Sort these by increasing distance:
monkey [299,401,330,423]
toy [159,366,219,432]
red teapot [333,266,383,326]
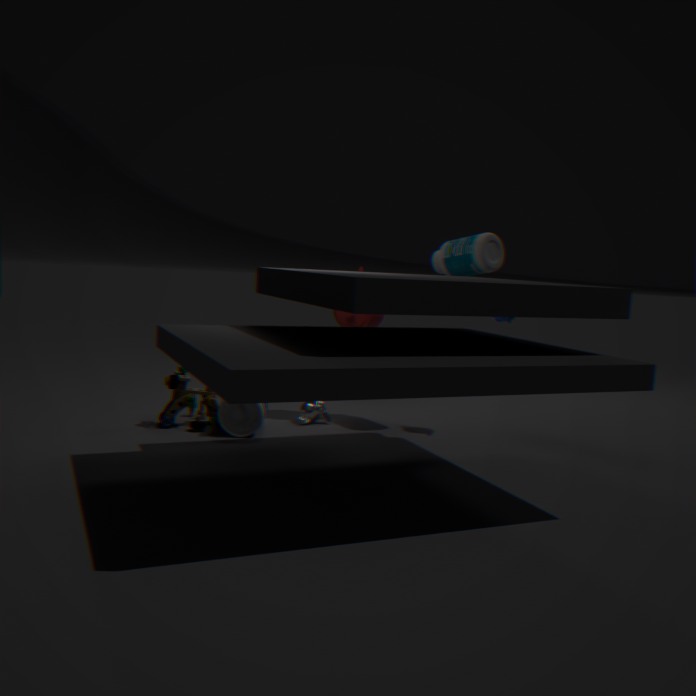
1. toy [159,366,219,432]
2. monkey [299,401,330,423]
3. red teapot [333,266,383,326]
